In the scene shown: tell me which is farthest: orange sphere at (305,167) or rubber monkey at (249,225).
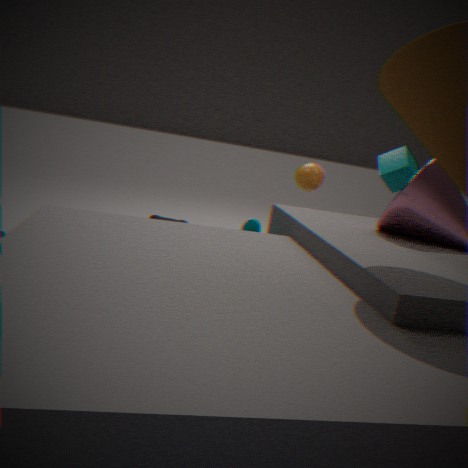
orange sphere at (305,167)
